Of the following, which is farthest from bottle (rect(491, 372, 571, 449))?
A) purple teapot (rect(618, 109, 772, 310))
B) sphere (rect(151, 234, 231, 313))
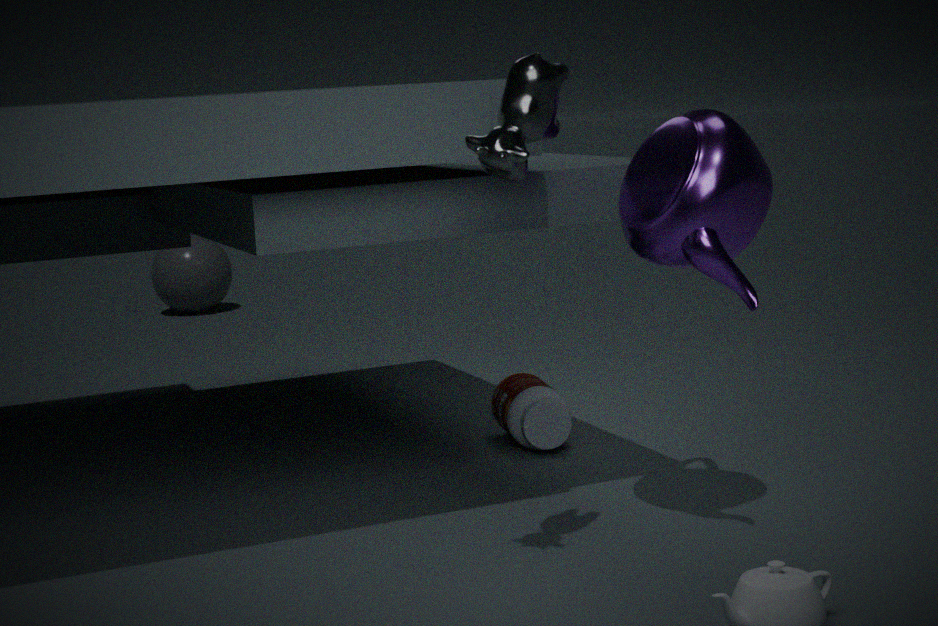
sphere (rect(151, 234, 231, 313))
